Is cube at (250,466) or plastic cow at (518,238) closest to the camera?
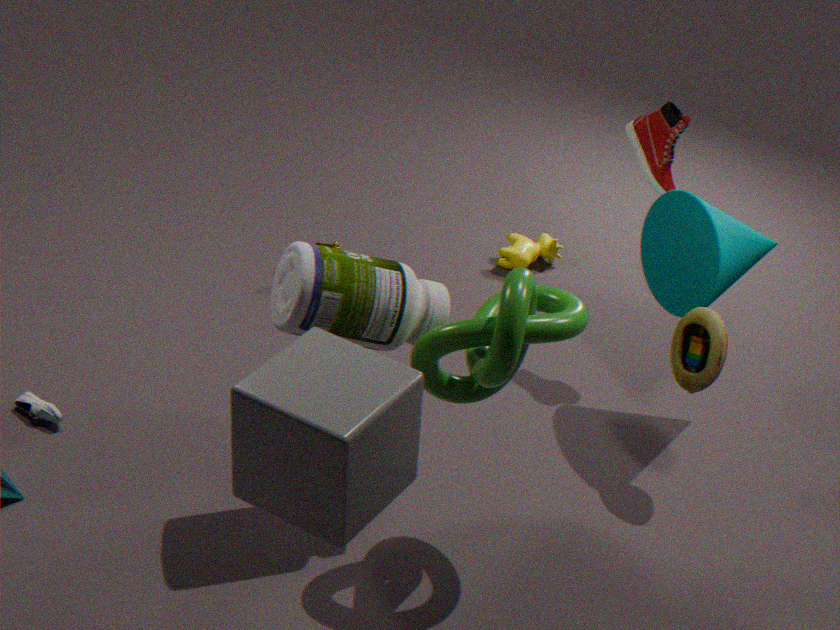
cube at (250,466)
